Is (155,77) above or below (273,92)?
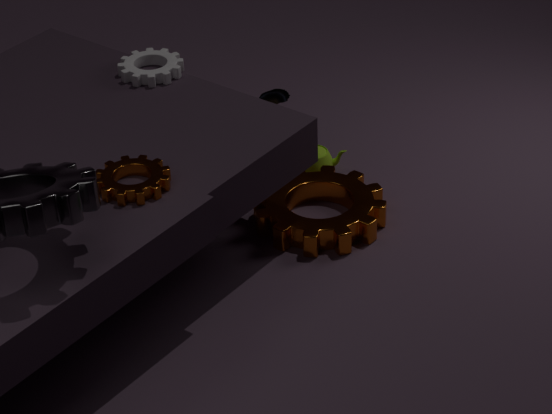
above
